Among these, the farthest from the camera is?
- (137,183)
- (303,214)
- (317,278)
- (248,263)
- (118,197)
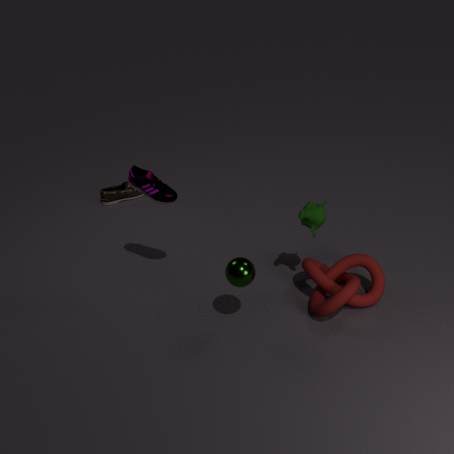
(118,197)
